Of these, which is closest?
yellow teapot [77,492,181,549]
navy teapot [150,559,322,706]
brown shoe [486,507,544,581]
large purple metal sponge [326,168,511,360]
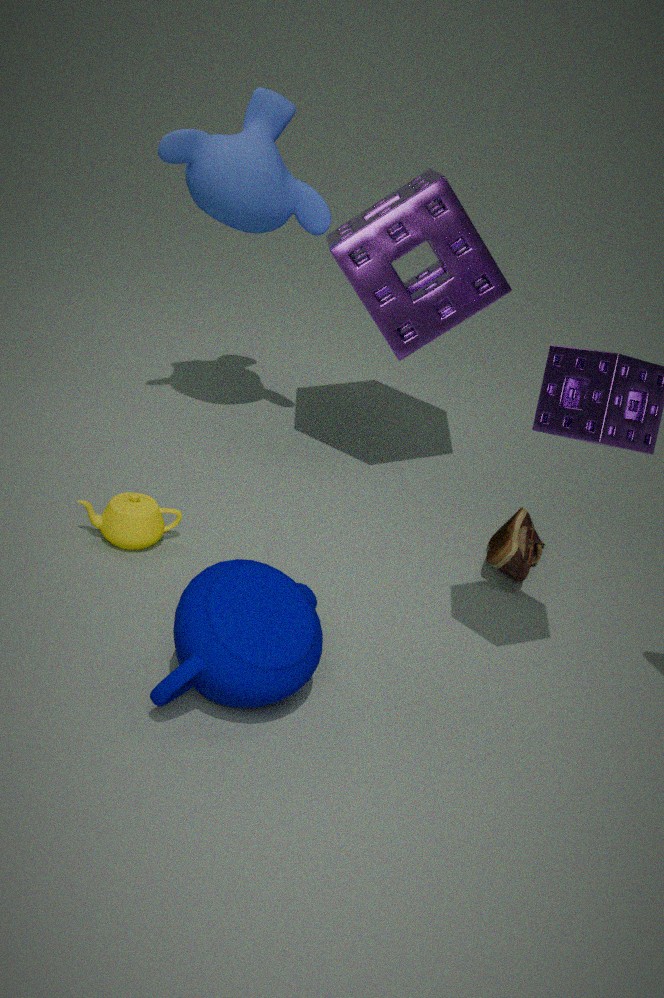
navy teapot [150,559,322,706]
